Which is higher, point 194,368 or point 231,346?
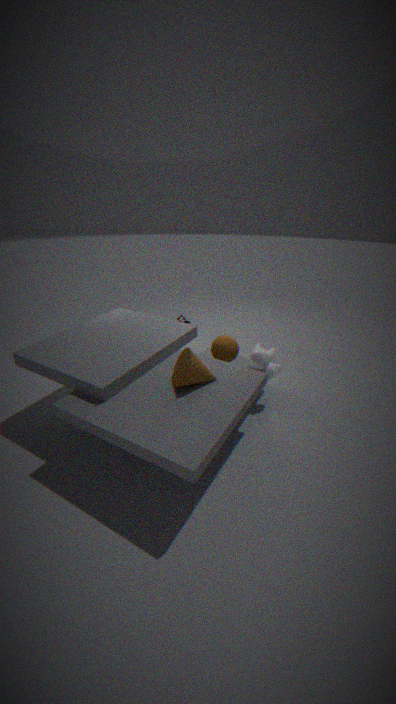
point 194,368
